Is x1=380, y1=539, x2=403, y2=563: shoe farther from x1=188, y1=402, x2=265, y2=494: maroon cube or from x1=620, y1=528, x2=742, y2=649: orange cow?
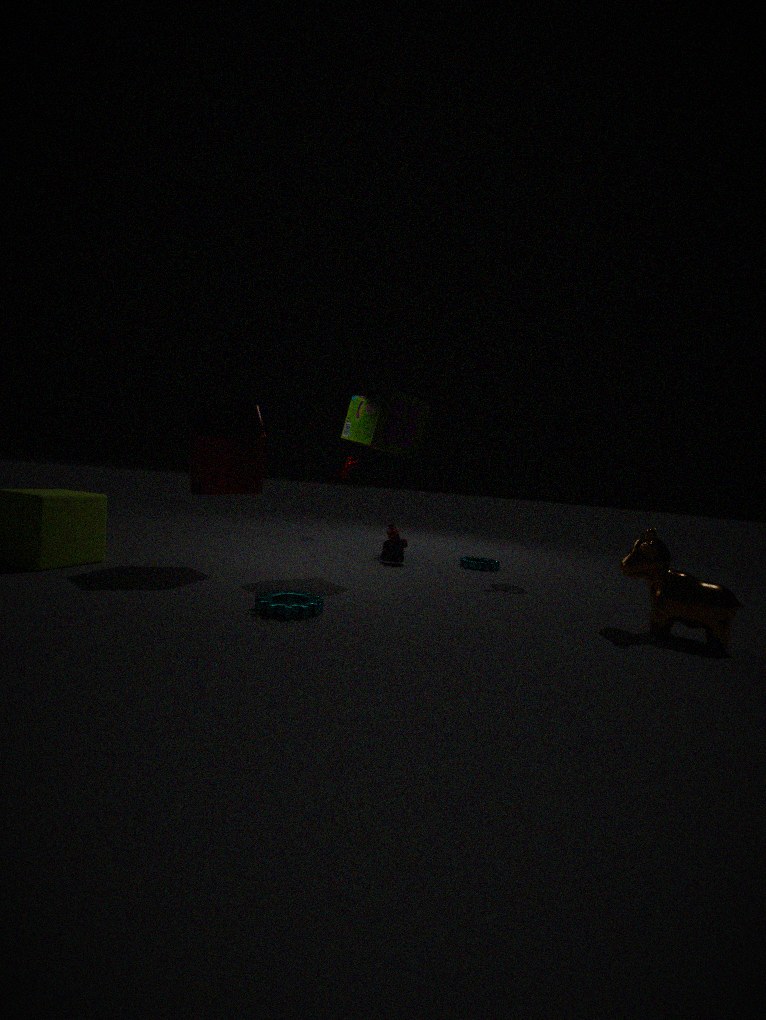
x1=620, y1=528, x2=742, y2=649: orange cow
